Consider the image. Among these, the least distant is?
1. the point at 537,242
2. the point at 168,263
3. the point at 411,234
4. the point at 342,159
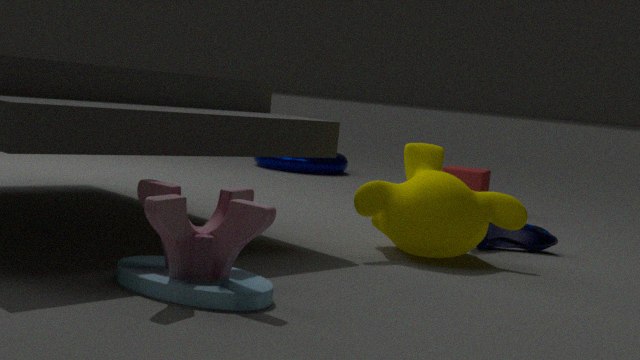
the point at 168,263
